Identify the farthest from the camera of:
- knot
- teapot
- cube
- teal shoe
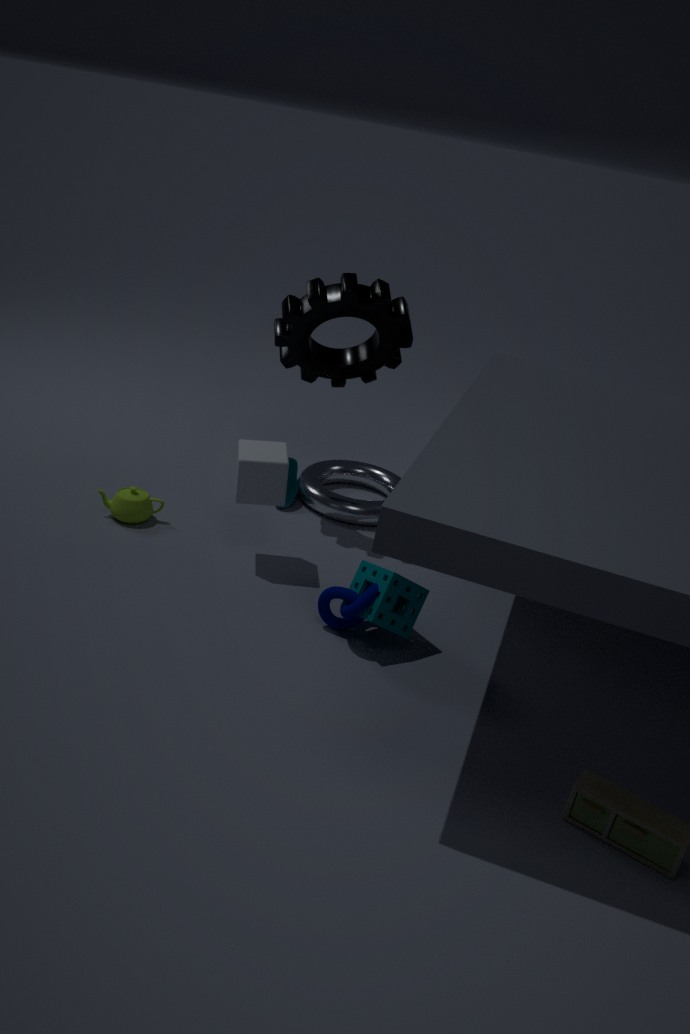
teal shoe
